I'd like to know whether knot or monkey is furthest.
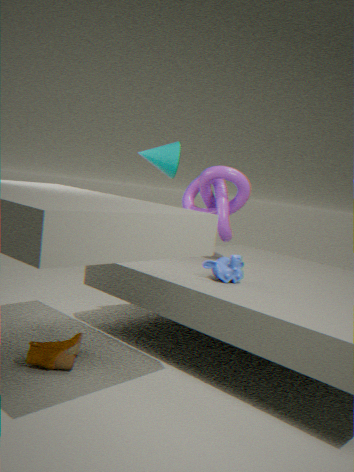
knot
